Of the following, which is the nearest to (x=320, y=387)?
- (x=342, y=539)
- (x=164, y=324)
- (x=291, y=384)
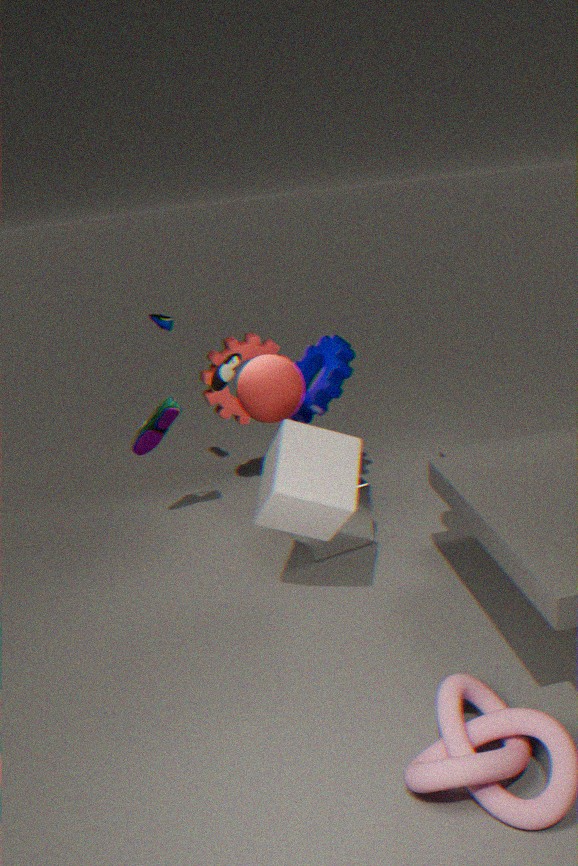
(x=291, y=384)
